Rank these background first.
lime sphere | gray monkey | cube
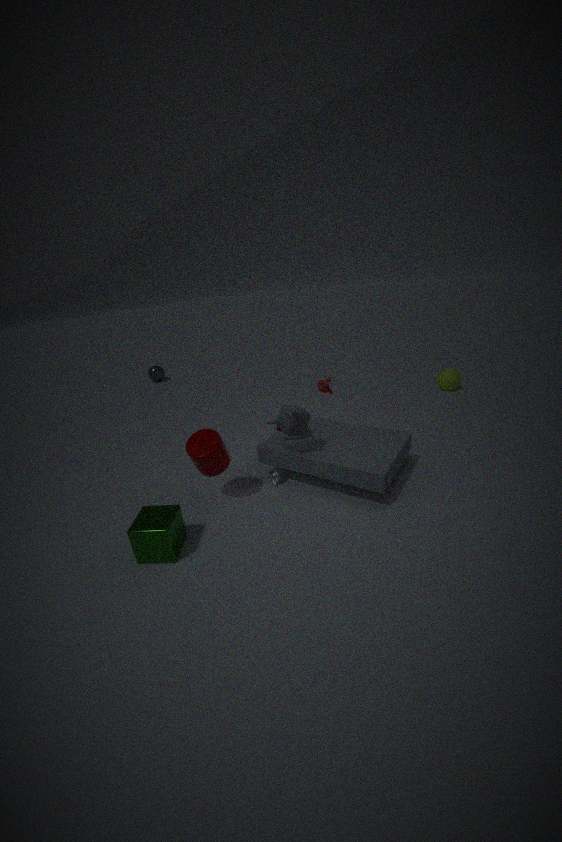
lime sphere
gray monkey
cube
